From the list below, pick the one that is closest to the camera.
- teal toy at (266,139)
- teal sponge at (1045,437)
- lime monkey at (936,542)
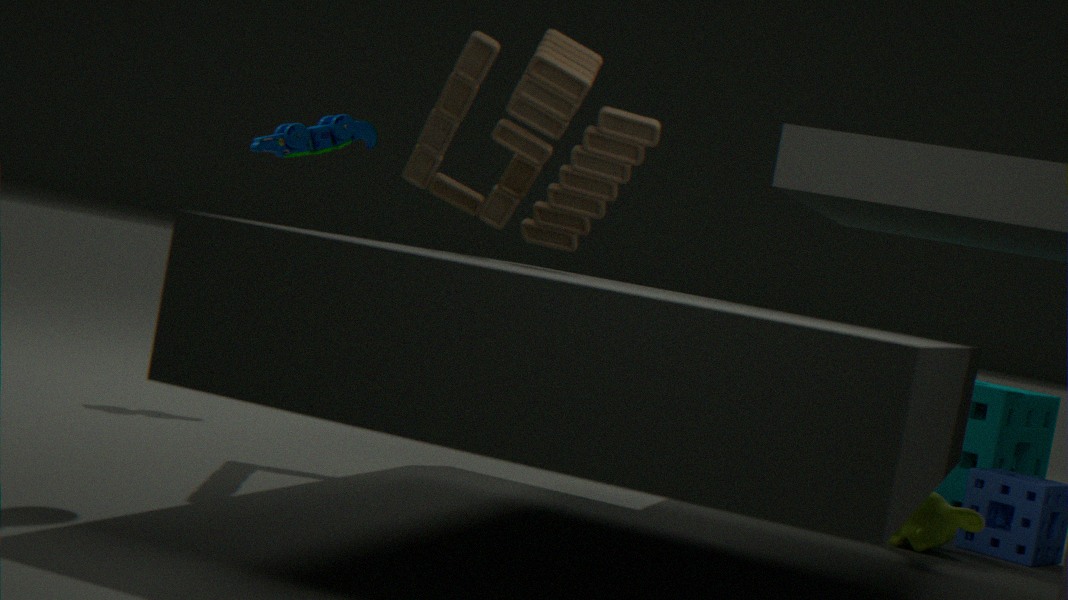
lime monkey at (936,542)
